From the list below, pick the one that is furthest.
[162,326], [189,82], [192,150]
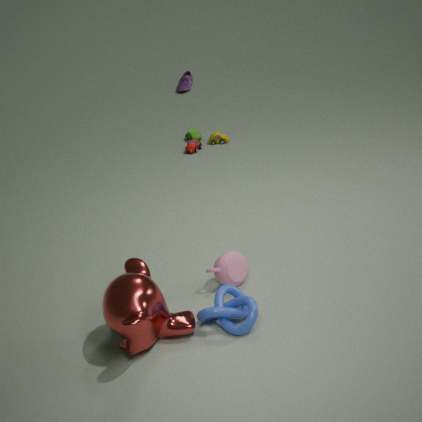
[189,82]
